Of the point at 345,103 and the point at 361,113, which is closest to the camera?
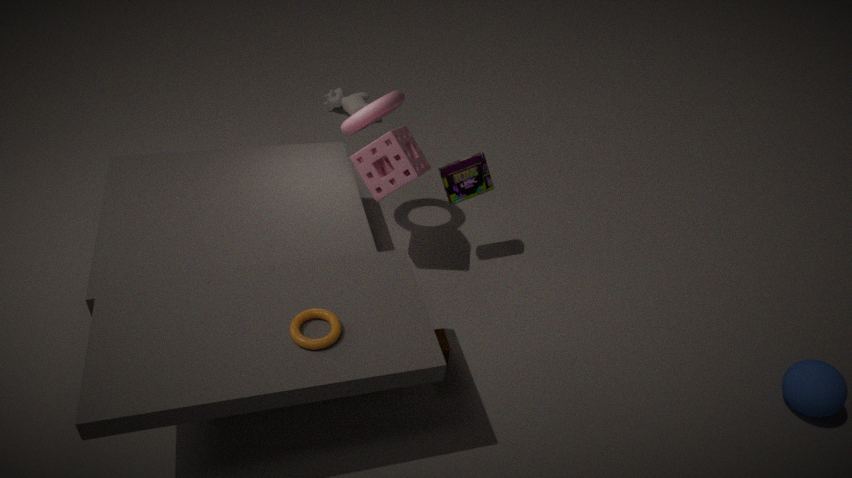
the point at 361,113
